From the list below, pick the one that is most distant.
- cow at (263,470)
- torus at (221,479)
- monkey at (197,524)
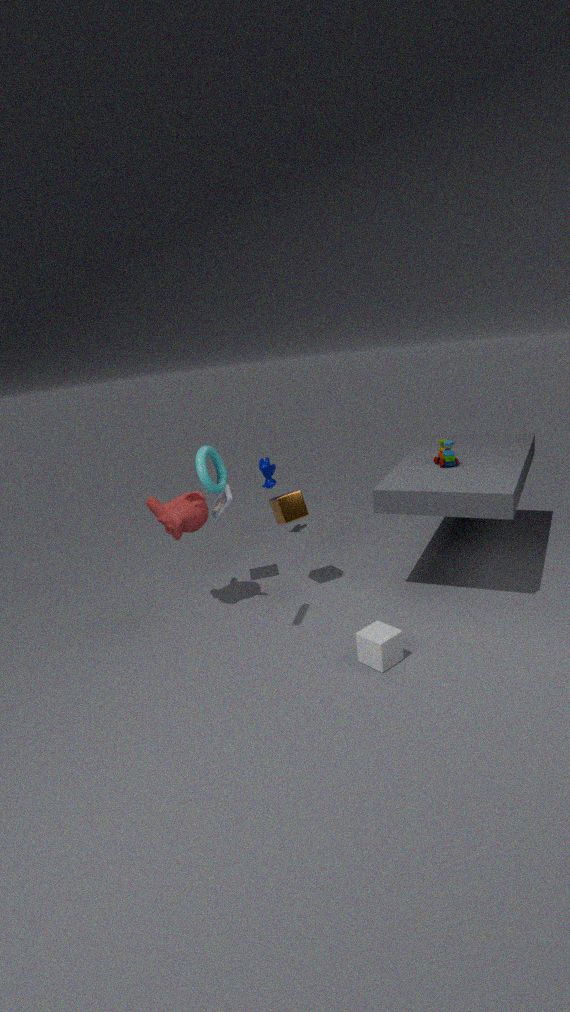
cow at (263,470)
